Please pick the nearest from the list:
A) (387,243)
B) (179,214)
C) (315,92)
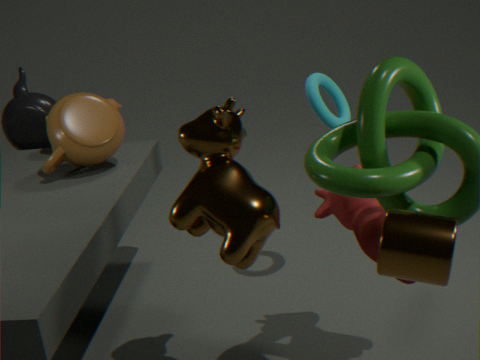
(387,243)
